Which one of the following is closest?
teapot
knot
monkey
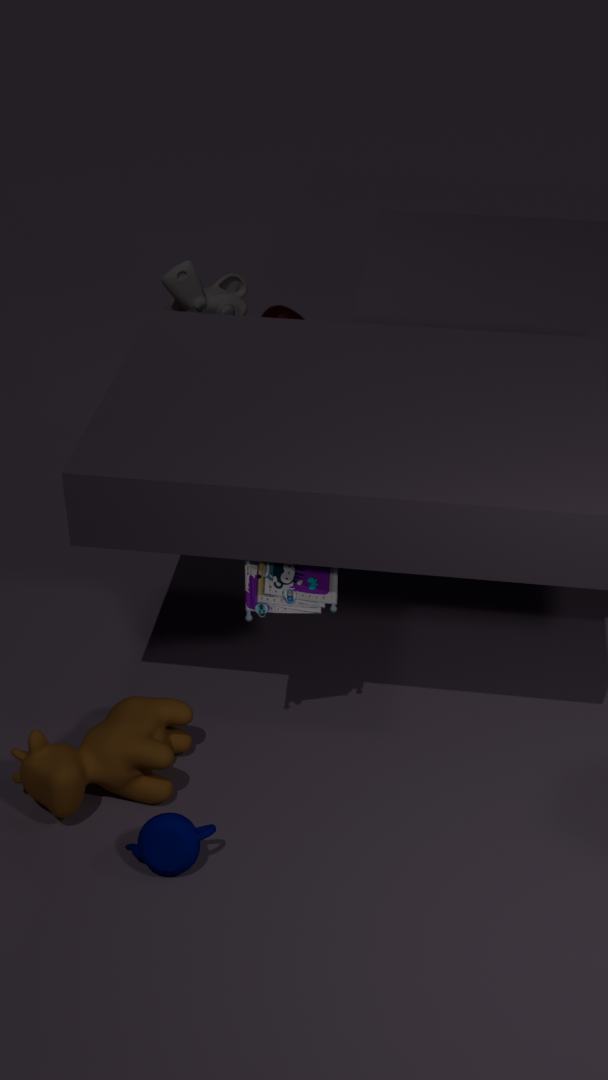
teapot
